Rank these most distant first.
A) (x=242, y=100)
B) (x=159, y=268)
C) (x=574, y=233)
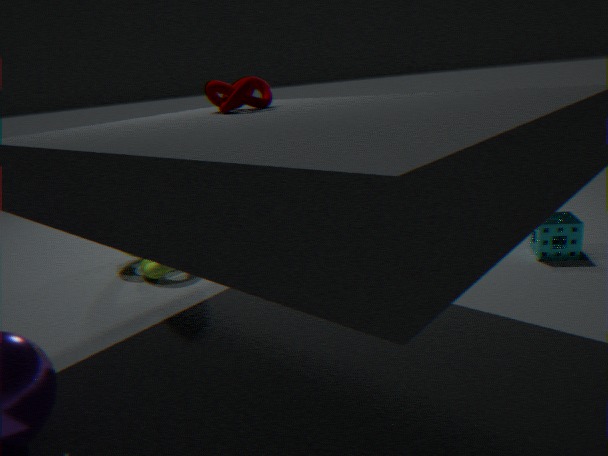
(x=159, y=268)
(x=574, y=233)
(x=242, y=100)
